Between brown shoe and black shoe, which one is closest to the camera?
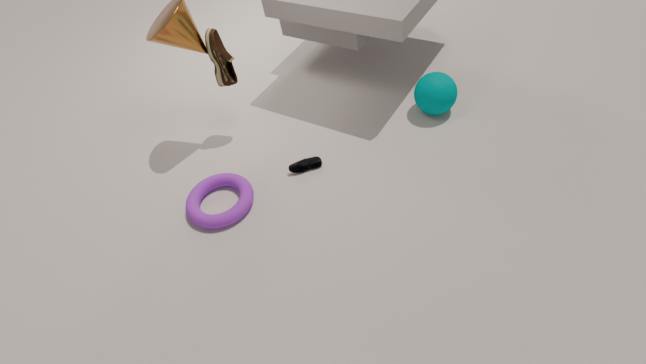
brown shoe
